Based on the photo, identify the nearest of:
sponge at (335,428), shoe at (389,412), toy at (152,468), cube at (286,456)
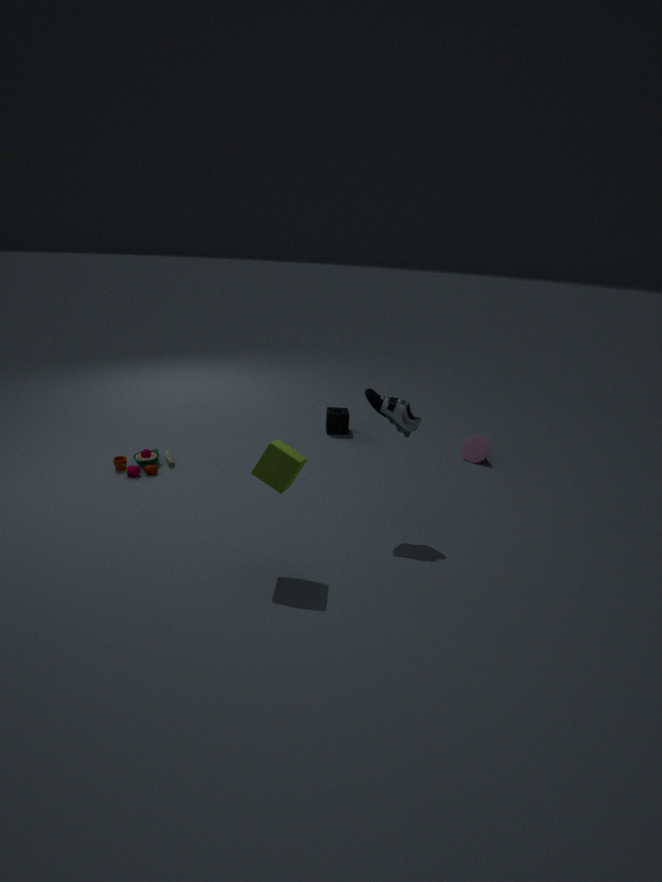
cube at (286,456)
